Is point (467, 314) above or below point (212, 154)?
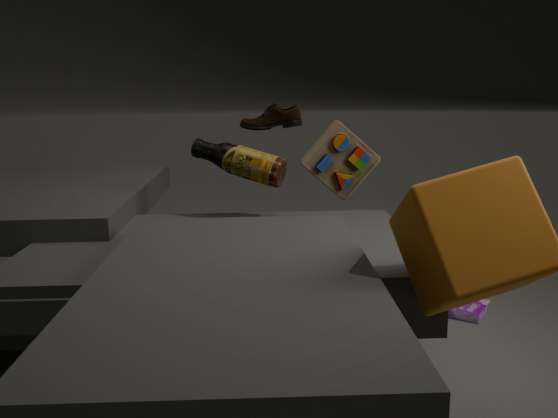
below
